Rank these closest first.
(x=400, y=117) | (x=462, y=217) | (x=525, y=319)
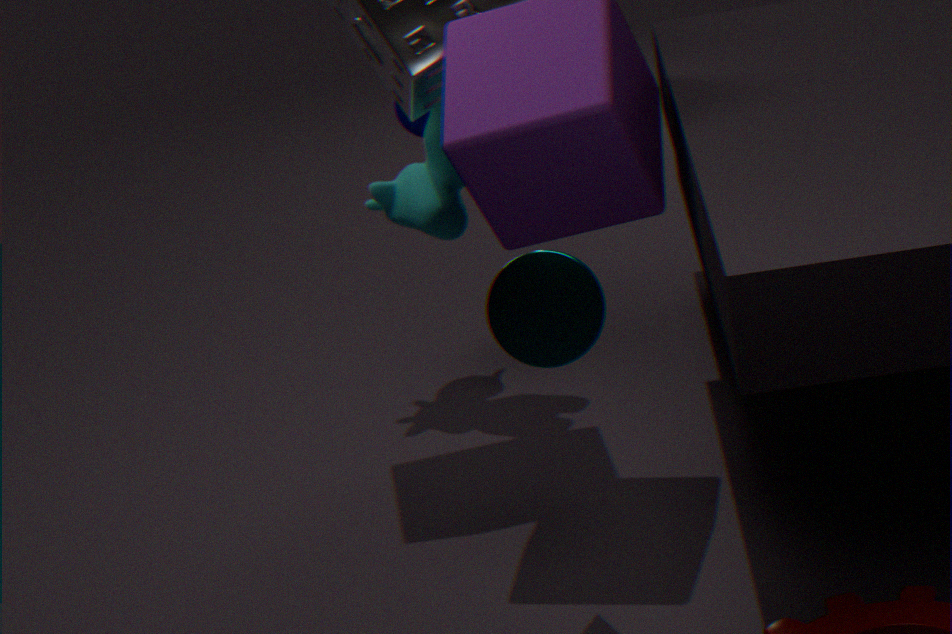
1. (x=525, y=319)
2. (x=462, y=217)
3. (x=400, y=117)
